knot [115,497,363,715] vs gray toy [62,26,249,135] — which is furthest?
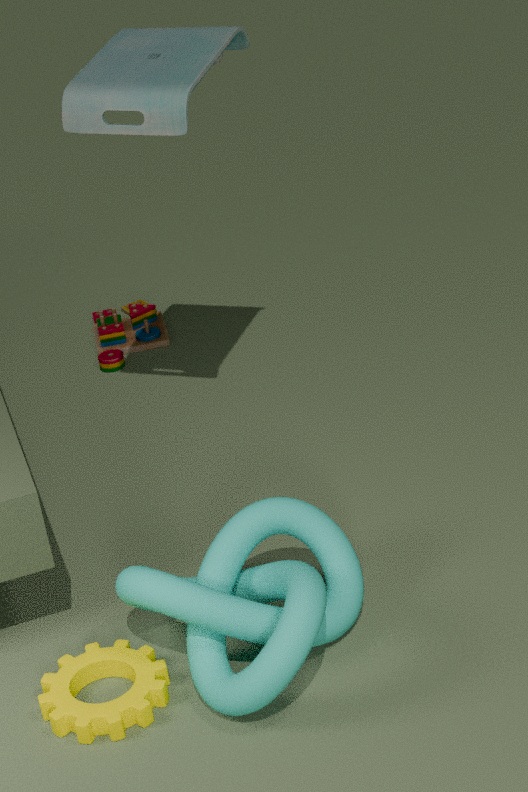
gray toy [62,26,249,135]
